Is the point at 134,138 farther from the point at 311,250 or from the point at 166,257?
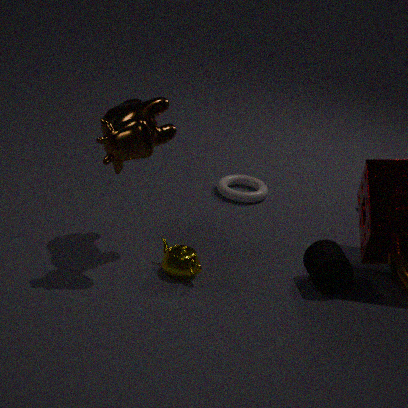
the point at 311,250
